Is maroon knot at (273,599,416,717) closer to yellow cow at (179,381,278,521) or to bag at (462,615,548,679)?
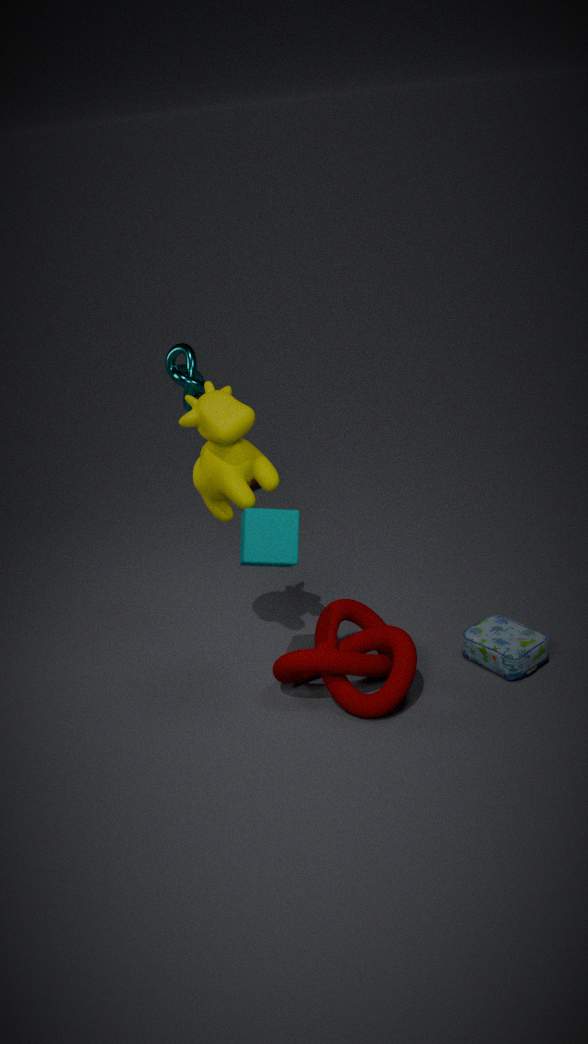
bag at (462,615,548,679)
